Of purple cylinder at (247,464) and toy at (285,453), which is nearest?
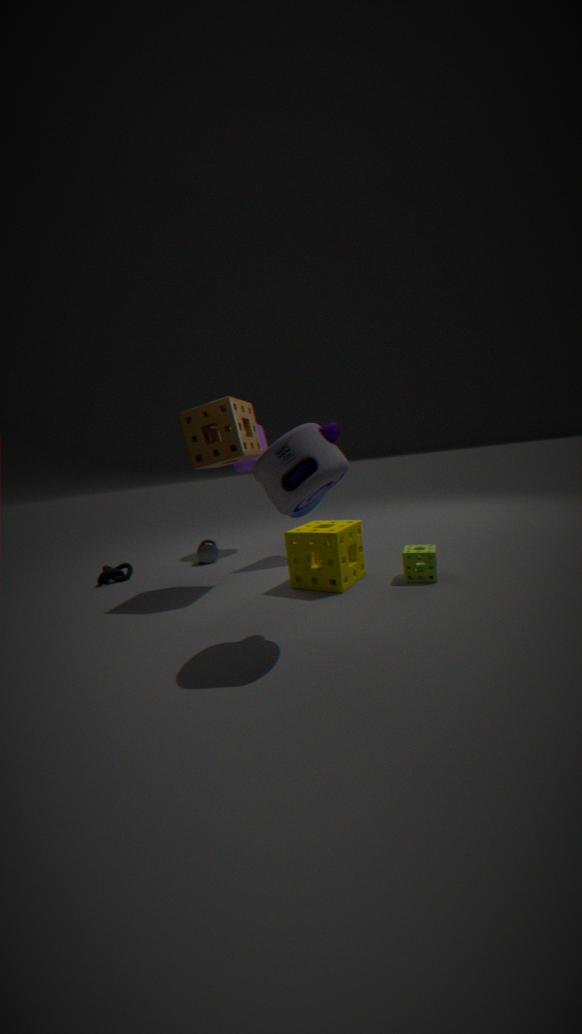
toy at (285,453)
